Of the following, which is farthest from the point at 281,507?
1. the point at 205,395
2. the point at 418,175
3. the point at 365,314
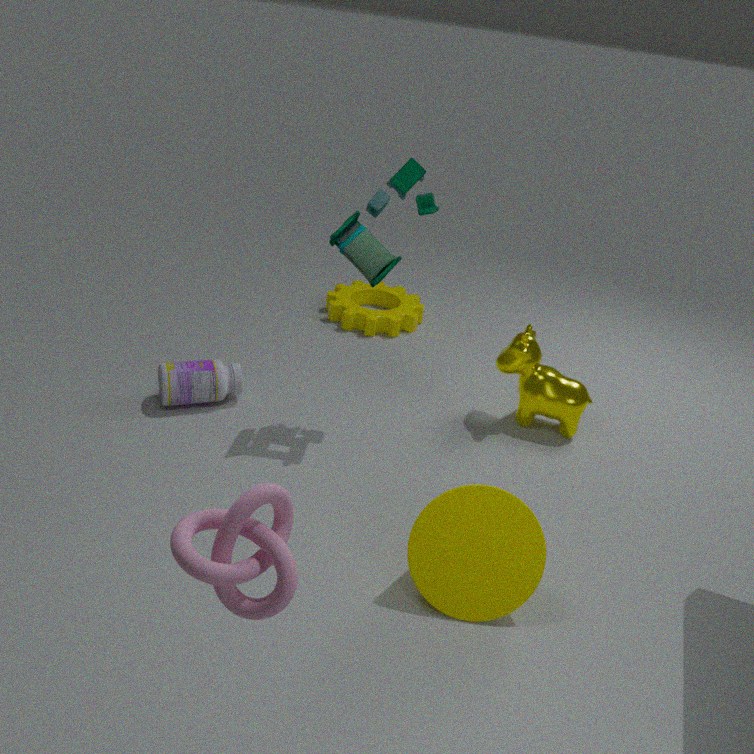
the point at 365,314
